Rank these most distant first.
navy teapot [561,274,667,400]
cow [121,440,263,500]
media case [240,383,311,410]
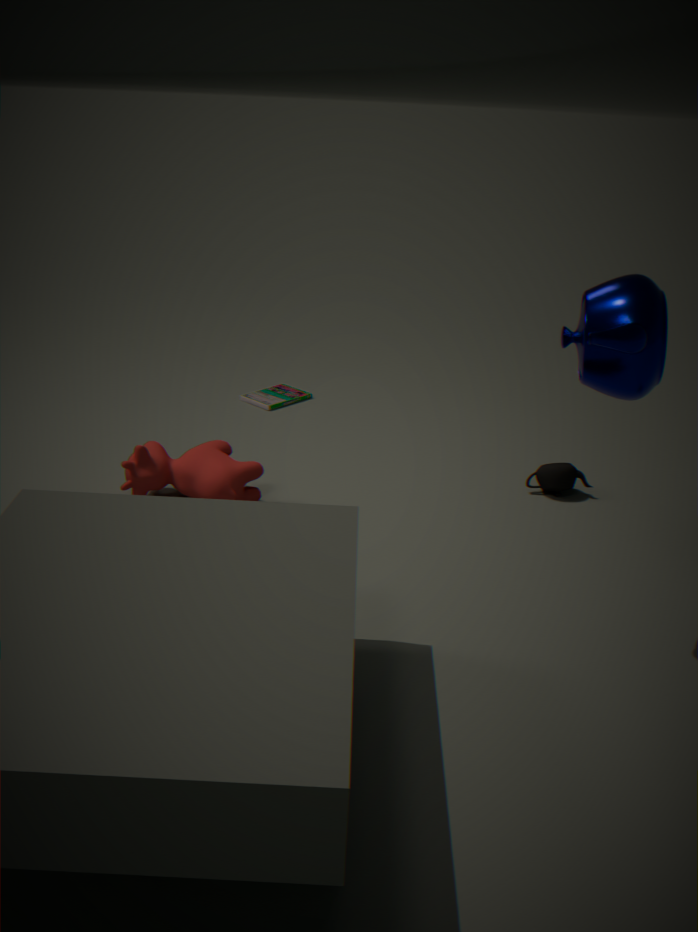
1. media case [240,383,311,410]
2. cow [121,440,263,500]
3. navy teapot [561,274,667,400]
